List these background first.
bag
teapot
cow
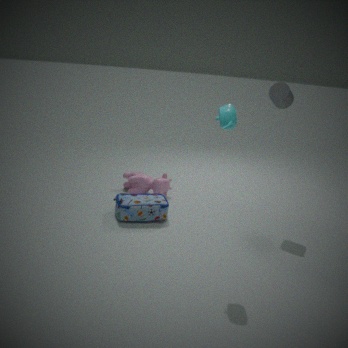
cow < bag < teapot
